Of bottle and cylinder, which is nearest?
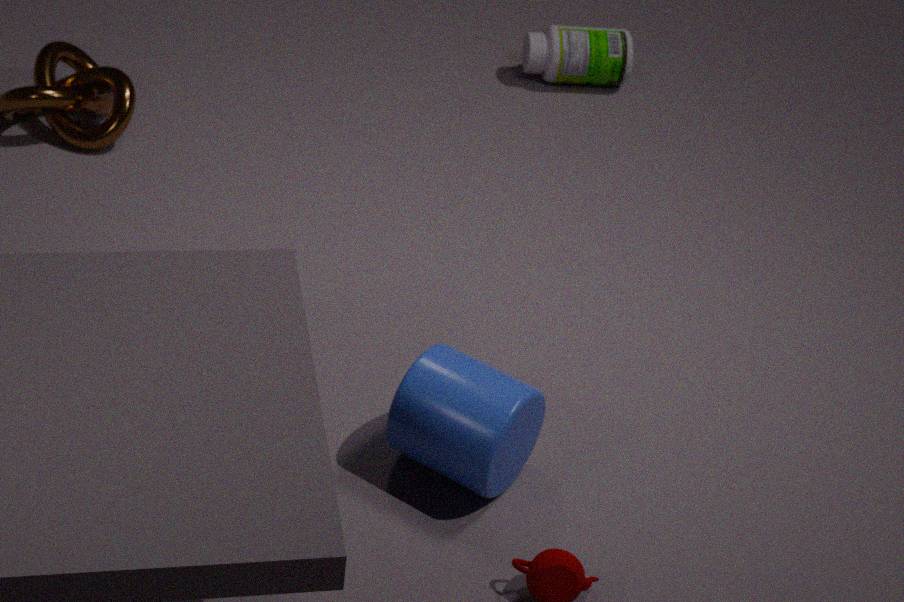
cylinder
